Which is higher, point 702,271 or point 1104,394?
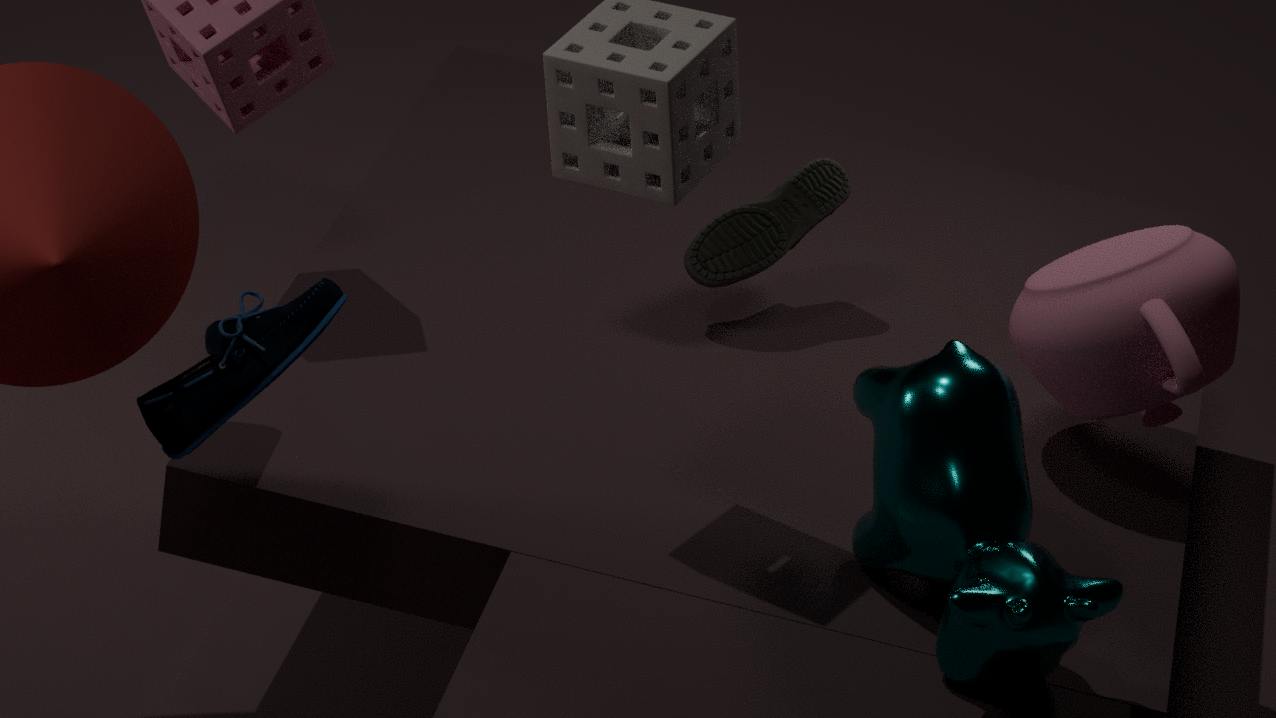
point 1104,394
